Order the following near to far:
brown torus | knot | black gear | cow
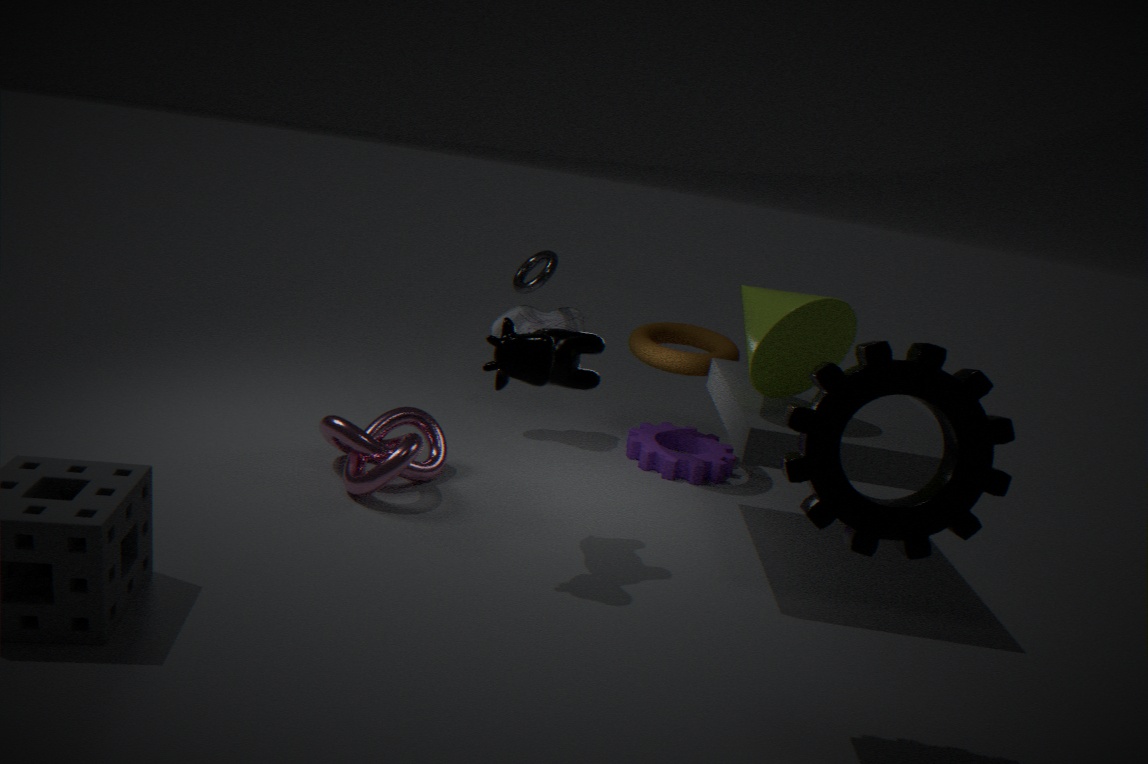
black gear
cow
knot
brown torus
